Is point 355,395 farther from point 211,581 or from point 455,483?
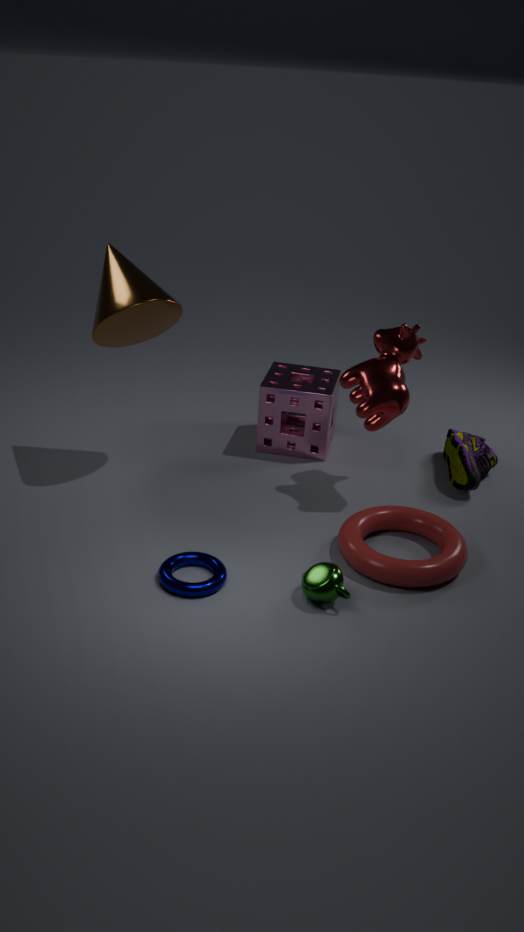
point 211,581
